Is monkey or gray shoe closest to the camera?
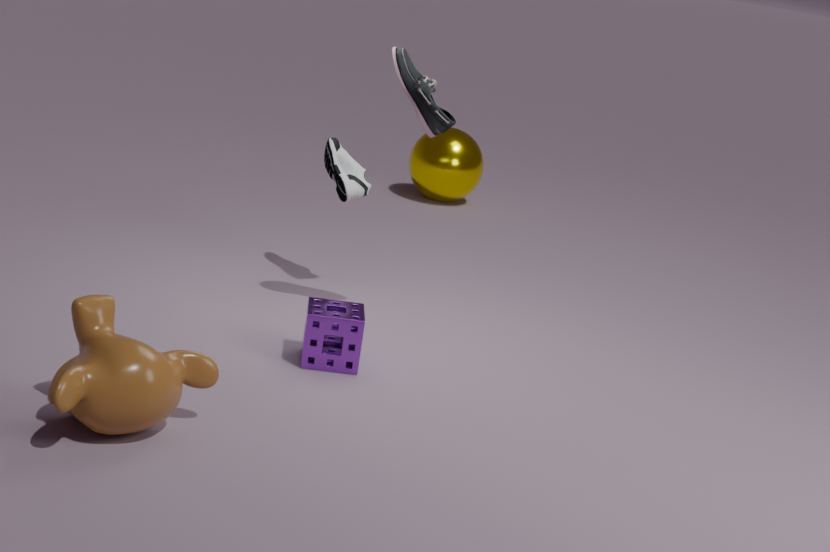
monkey
